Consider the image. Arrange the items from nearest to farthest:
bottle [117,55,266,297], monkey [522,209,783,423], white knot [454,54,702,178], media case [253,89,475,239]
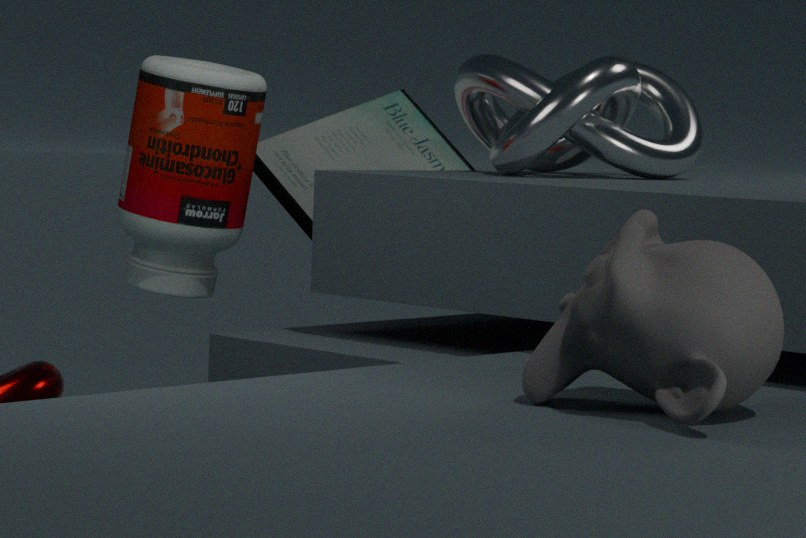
1. monkey [522,209,783,423]
2. white knot [454,54,702,178]
3. bottle [117,55,266,297]
4. media case [253,89,475,239]
